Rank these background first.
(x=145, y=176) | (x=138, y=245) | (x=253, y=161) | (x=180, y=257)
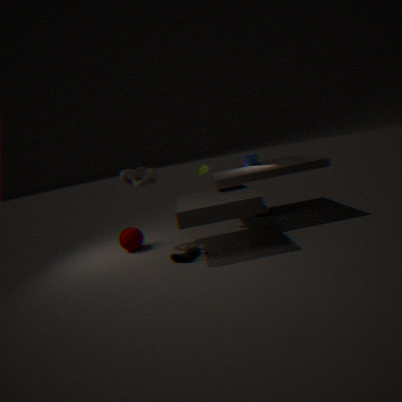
(x=253, y=161), (x=138, y=245), (x=145, y=176), (x=180, y=257)
